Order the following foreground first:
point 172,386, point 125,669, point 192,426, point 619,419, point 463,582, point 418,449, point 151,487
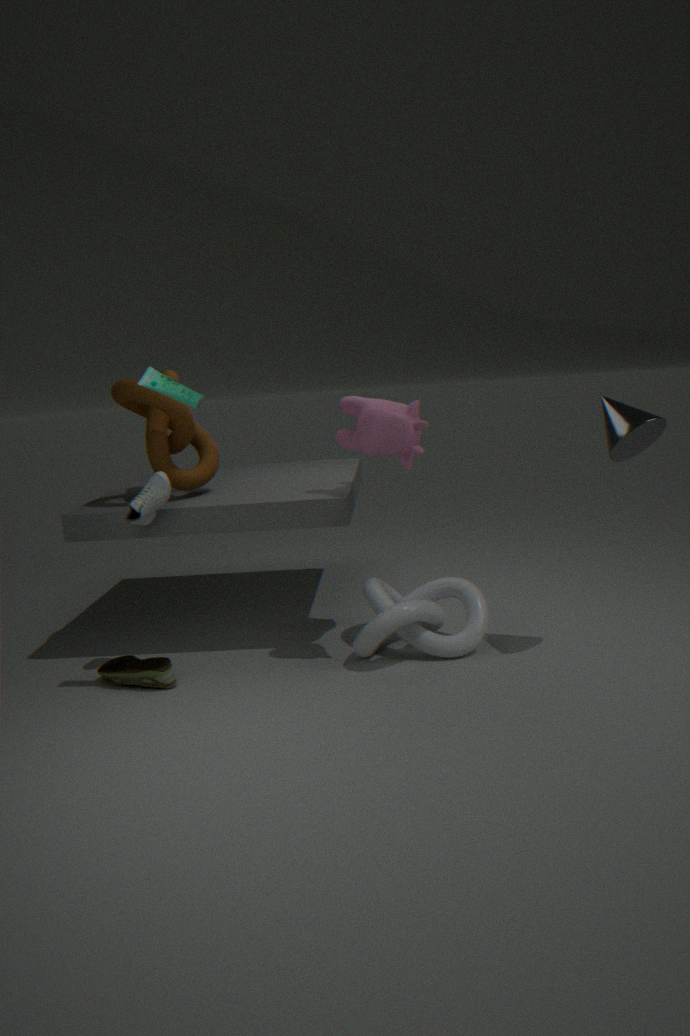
1. point 172,386
2. point 619,419
3. point 418,449
4. point 151,487
5. point 125,669
6. point 192,426
7. point 463,582
